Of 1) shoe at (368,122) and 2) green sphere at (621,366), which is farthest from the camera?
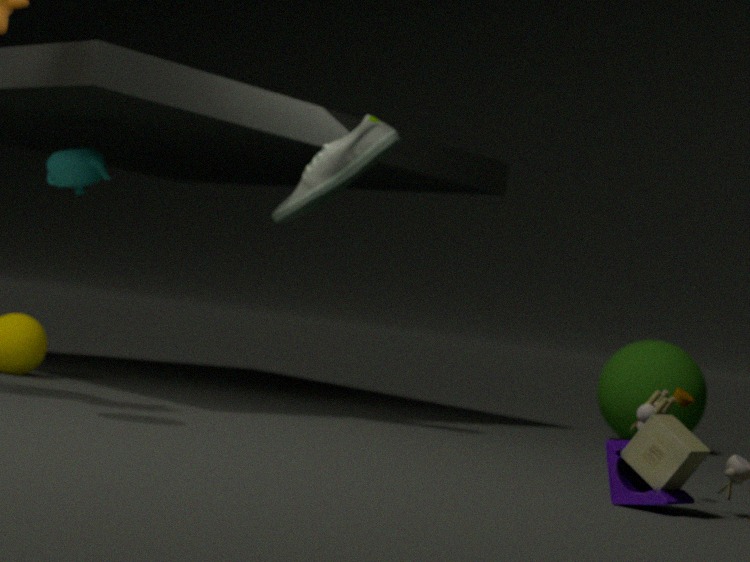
2. green sphere at (621,366)
